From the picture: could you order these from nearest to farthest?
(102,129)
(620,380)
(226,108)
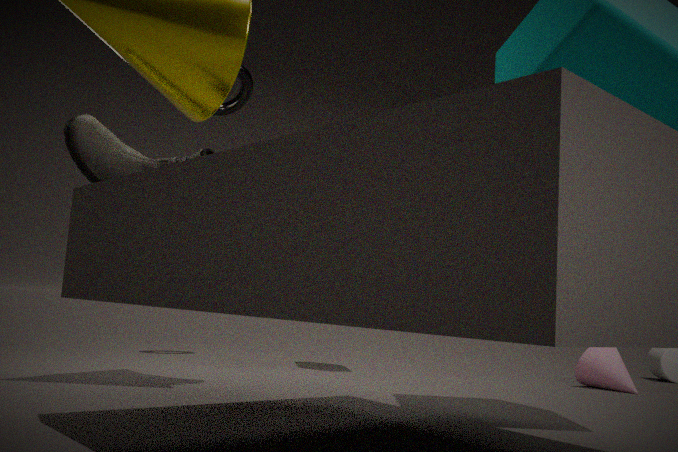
1. (102,129)
2. (620,380)
3. (226,108)
